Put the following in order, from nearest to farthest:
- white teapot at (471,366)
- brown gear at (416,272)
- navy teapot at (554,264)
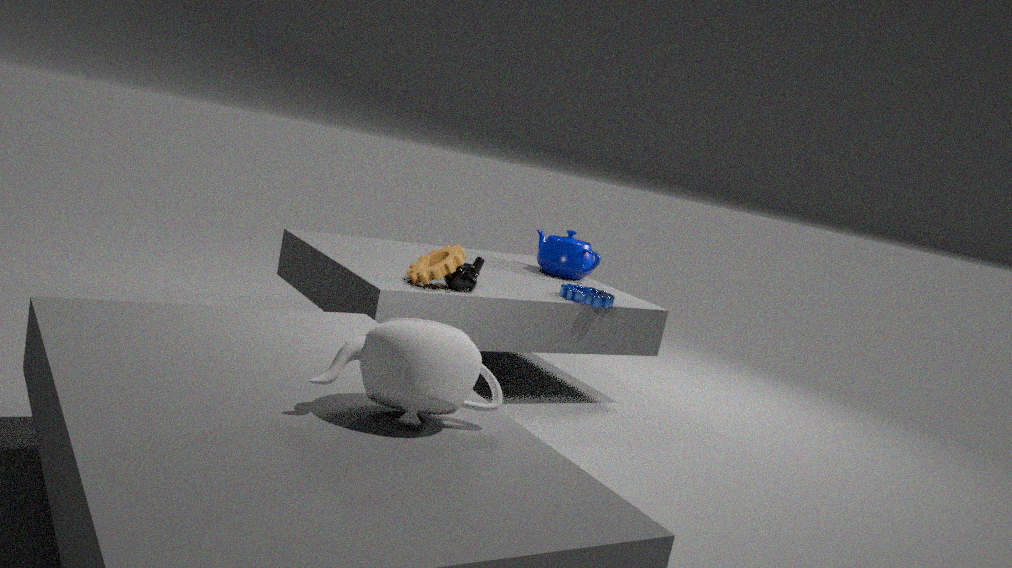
white teapot at (471,366) < brown gear at (416,272) < navy teapot at (554,264)
